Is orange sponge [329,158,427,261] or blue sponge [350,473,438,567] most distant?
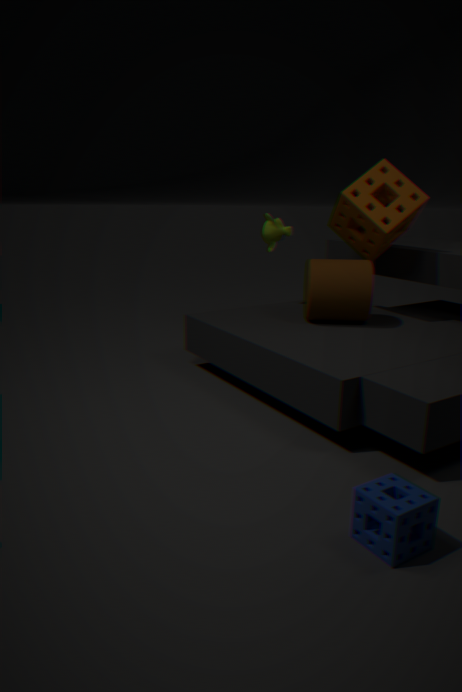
orange sponge [329,158,427,261]
